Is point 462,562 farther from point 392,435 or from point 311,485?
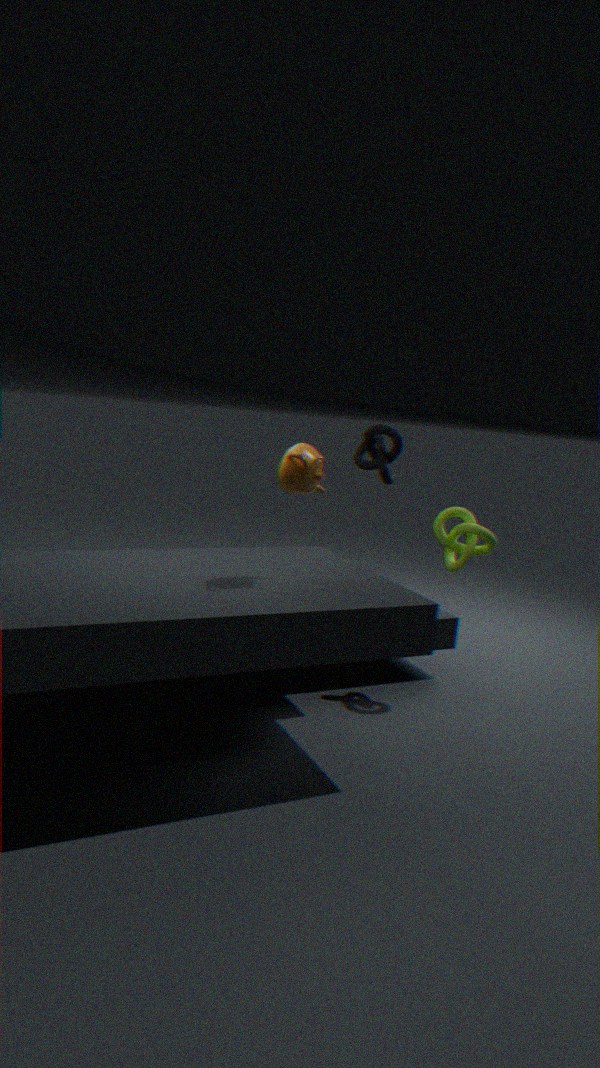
point 311,485
